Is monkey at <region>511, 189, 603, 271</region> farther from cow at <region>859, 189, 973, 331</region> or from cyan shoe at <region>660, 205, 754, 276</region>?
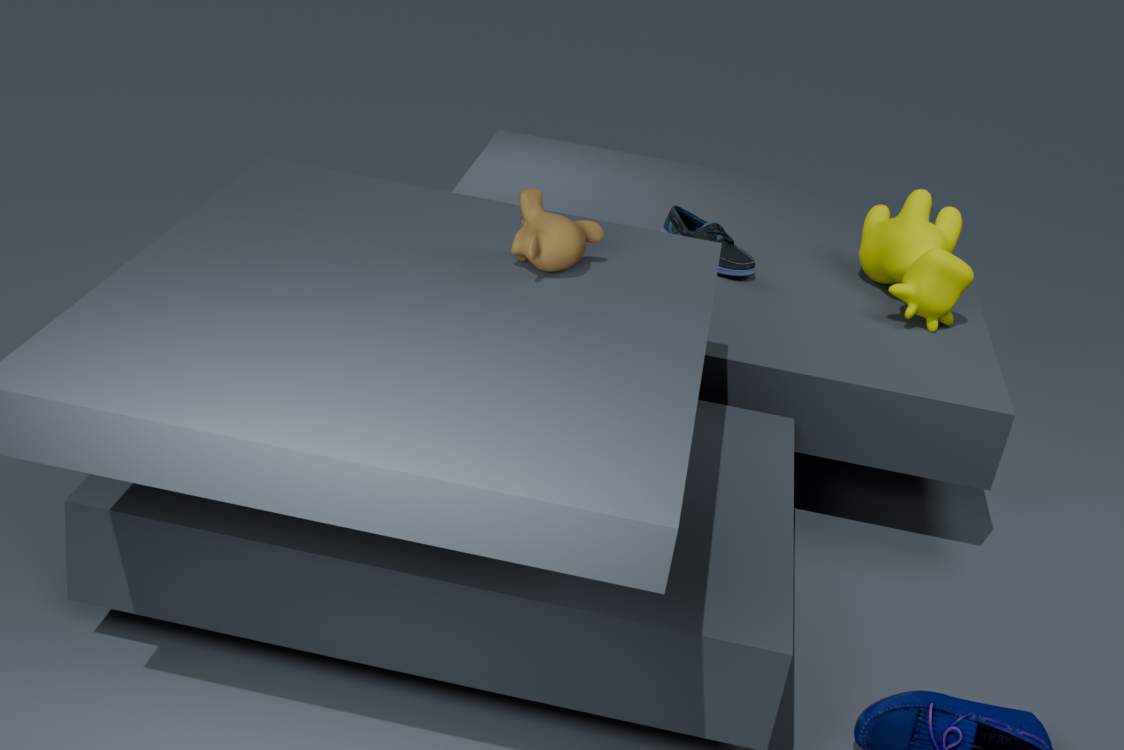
cow at <region>859, 189, 973, 331</region>
